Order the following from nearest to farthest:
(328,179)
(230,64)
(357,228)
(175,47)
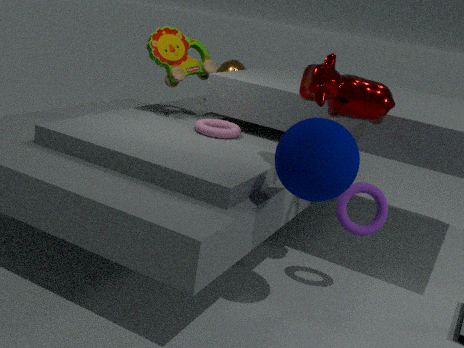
(328,179)
(357,228)
(175,47)
(230,64)
